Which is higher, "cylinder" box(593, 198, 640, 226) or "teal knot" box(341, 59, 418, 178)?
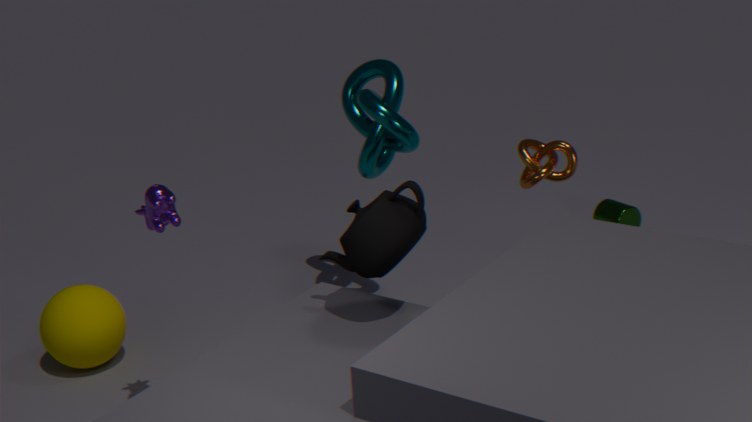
"teal knot" box(341, 59, 418, 178)
